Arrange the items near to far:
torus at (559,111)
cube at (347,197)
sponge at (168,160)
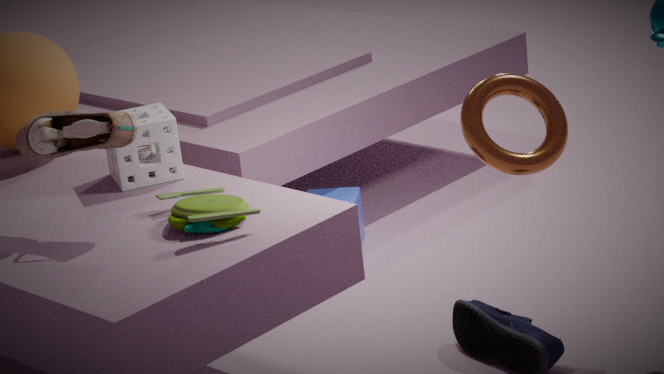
torus at (559,111) < sponge at (168,160) < cube at (347,197)
